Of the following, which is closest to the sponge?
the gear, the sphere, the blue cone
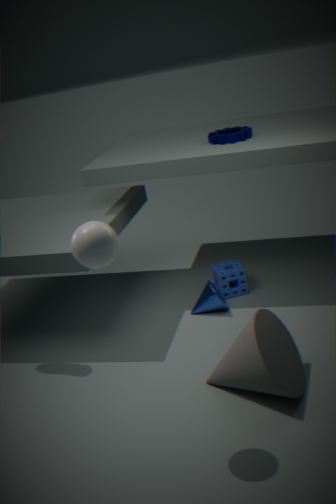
the blue cone
